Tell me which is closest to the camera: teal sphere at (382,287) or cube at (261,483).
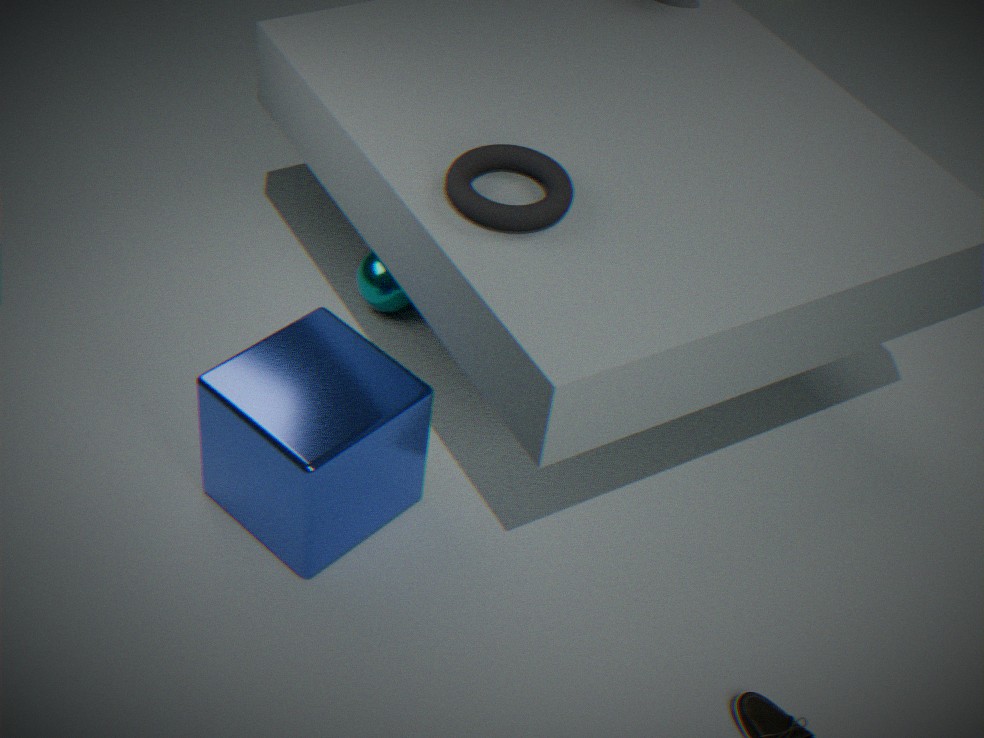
cube at (261,483)
